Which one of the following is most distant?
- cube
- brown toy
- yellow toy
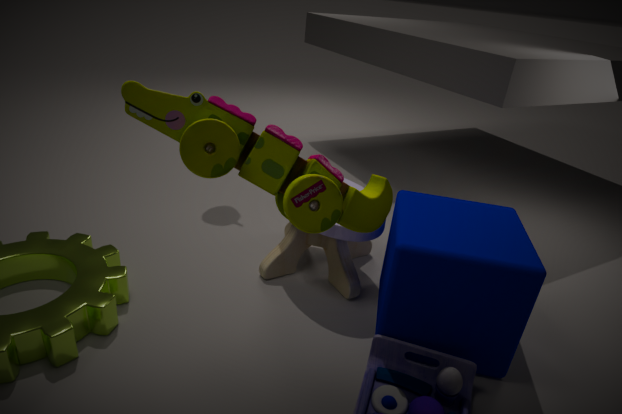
brown toy
